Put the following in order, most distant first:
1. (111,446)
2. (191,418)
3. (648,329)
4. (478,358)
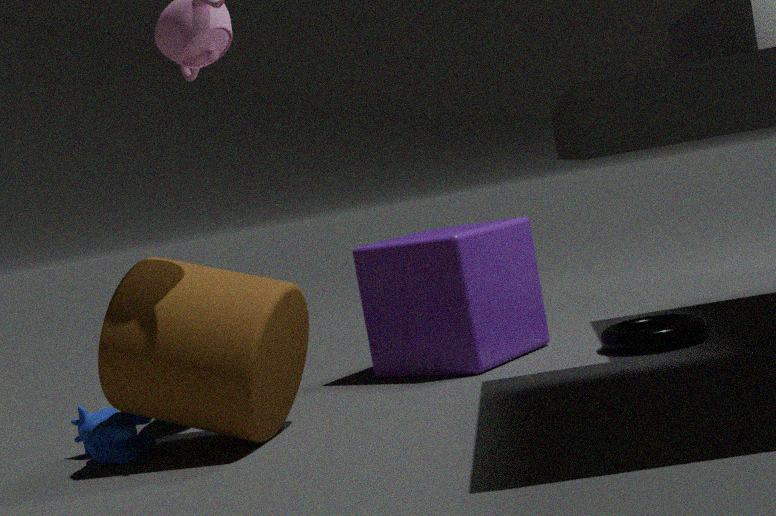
(648,329) → (478,358) → (111,446) → (191,418)
